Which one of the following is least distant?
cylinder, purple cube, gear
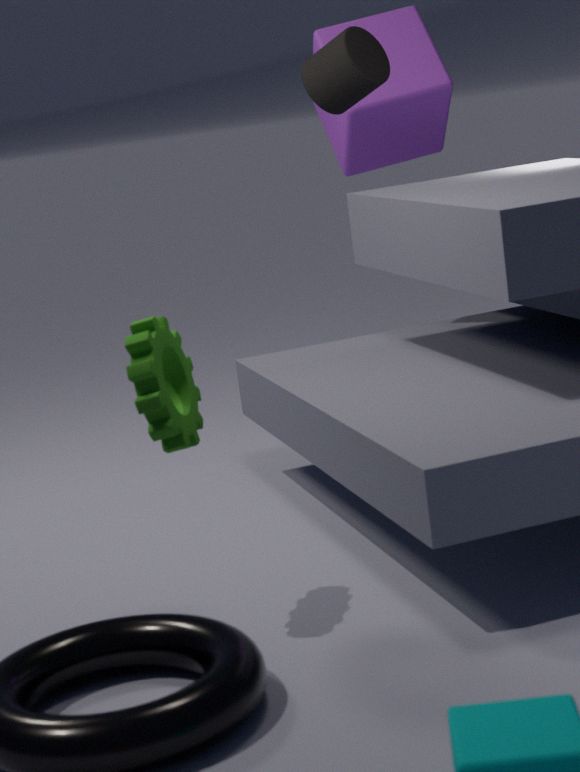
gear
